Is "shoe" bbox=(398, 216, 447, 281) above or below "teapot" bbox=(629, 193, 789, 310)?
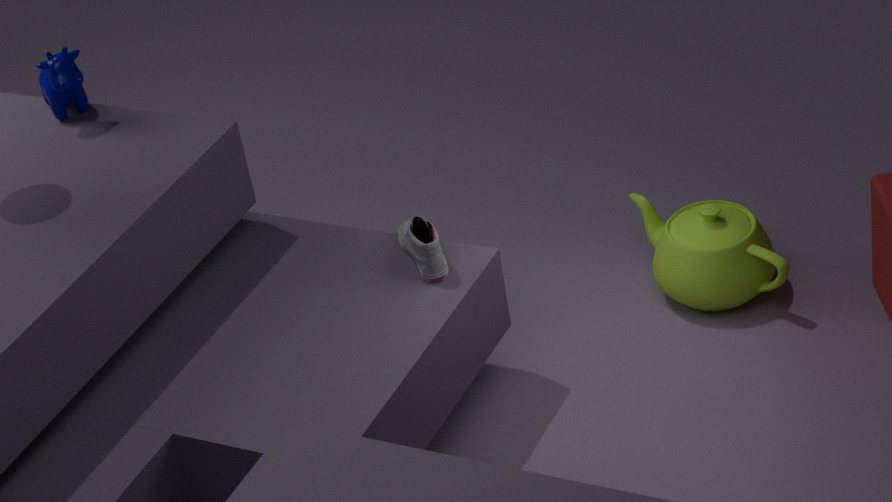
above
